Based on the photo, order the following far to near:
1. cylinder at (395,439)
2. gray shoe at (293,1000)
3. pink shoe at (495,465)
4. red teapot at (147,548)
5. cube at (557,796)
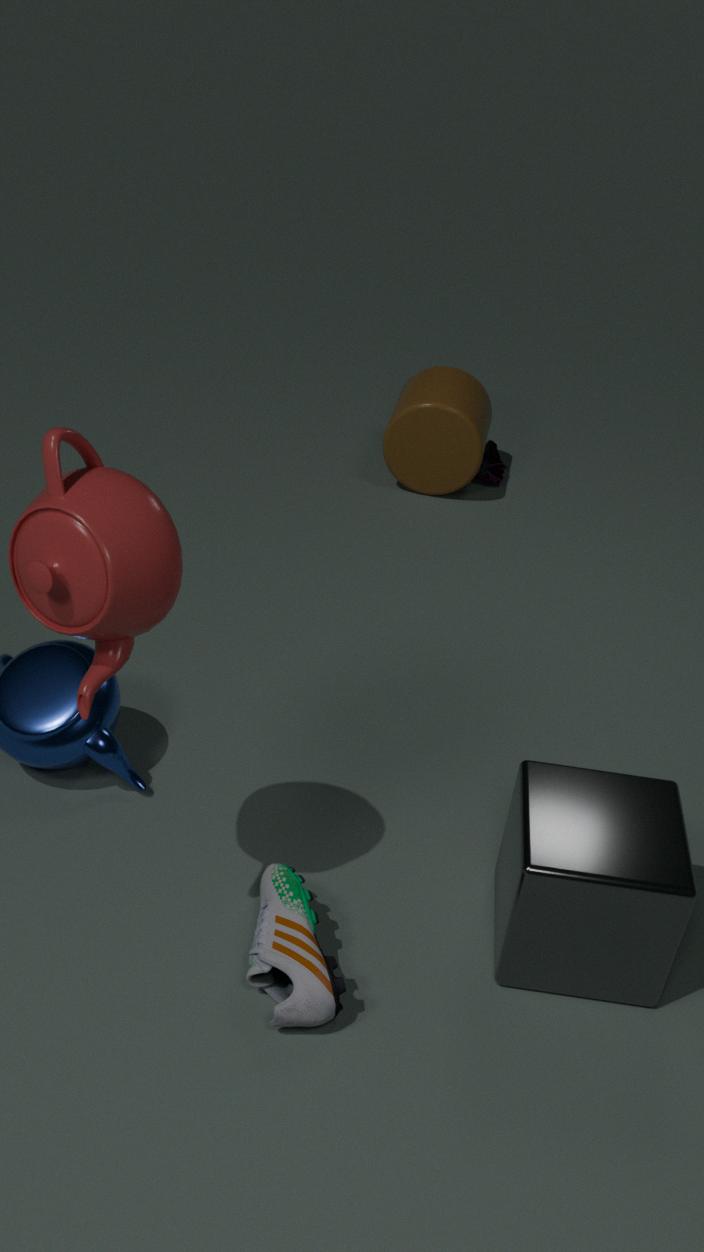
1. pink shoe at (495,465)
2. cylinder at (395,439)
3. cube at (557,796)
4. gray shoe at (293,1000)
5. red teapot at (147,548)
